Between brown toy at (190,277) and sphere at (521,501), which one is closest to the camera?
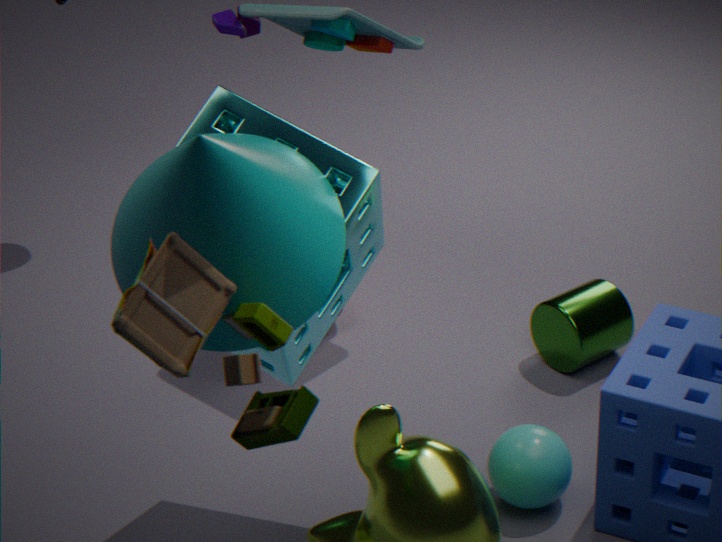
brown toy at (190,277)
